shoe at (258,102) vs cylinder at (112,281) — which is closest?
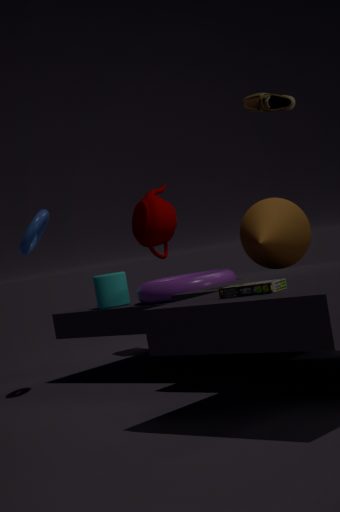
shoe at (258,102)
